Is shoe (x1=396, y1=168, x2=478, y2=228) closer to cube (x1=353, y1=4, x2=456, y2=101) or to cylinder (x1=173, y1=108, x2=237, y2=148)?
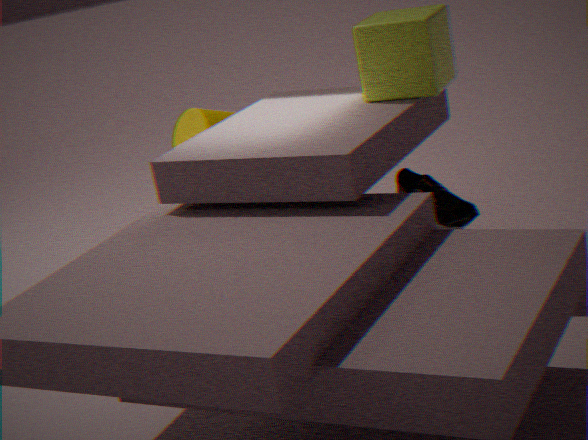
cube (x1=353, y1=4, x2=456, y2=101)
